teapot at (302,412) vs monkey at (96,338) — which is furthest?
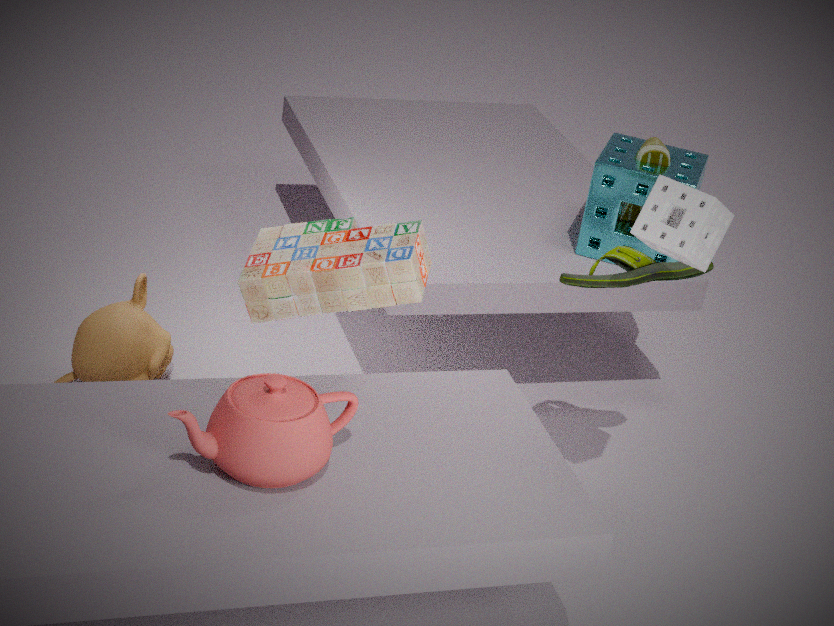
monkey at (96,338)
